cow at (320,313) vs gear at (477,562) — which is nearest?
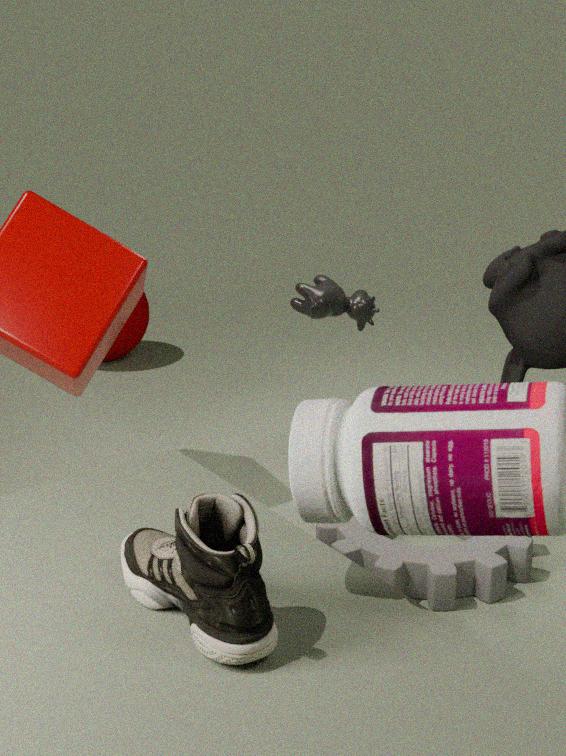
gear at (477,562)
